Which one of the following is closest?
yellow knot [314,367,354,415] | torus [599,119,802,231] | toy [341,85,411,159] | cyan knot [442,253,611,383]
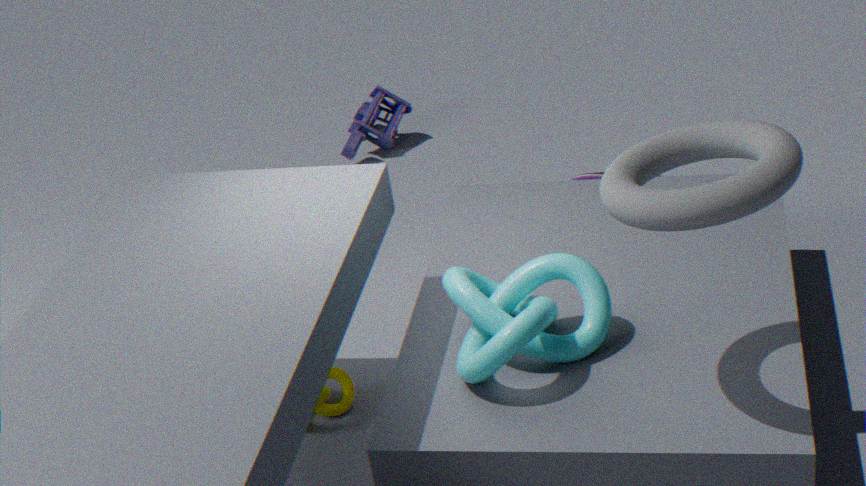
torus [599,119,802,231]
